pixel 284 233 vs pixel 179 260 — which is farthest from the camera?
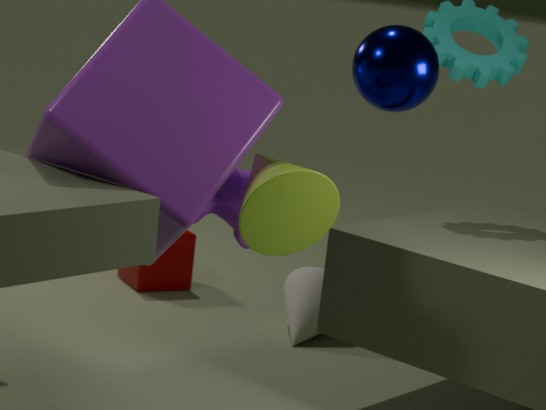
pixel 179 260
